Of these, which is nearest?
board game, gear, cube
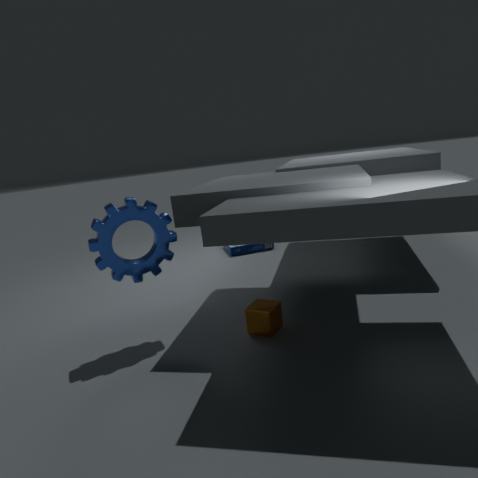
gear
